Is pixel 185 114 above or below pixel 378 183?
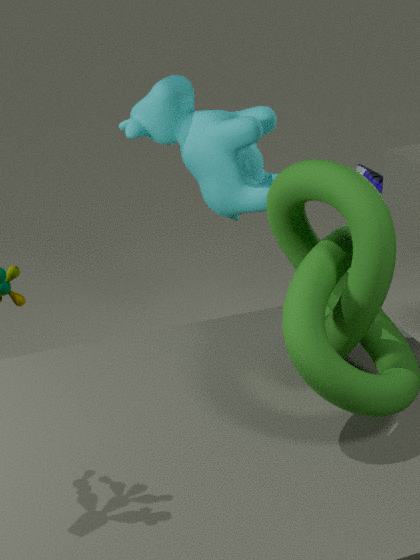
above
